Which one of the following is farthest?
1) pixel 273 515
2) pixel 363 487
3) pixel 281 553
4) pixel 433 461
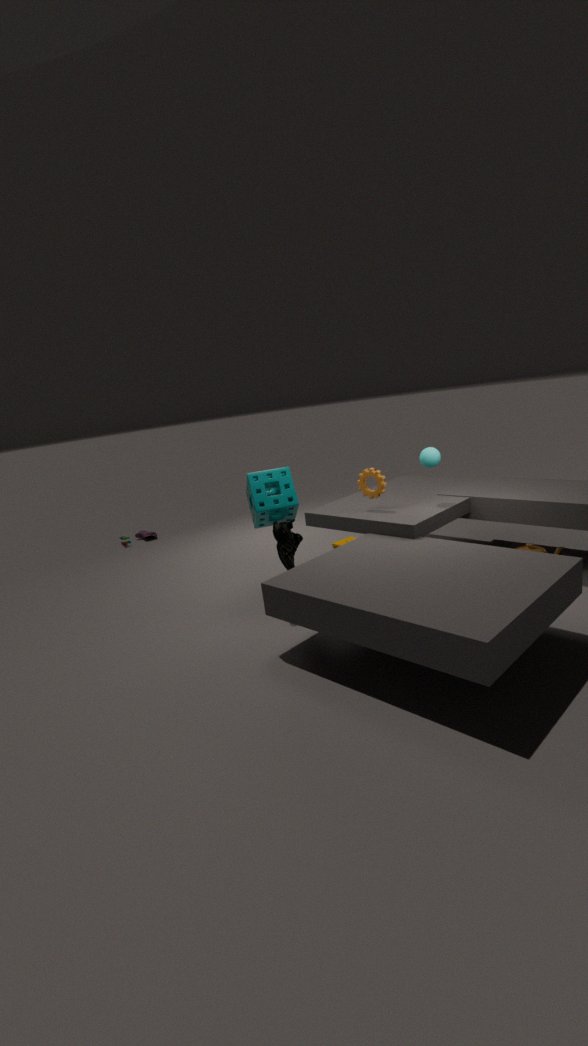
2. pixel 363 487
